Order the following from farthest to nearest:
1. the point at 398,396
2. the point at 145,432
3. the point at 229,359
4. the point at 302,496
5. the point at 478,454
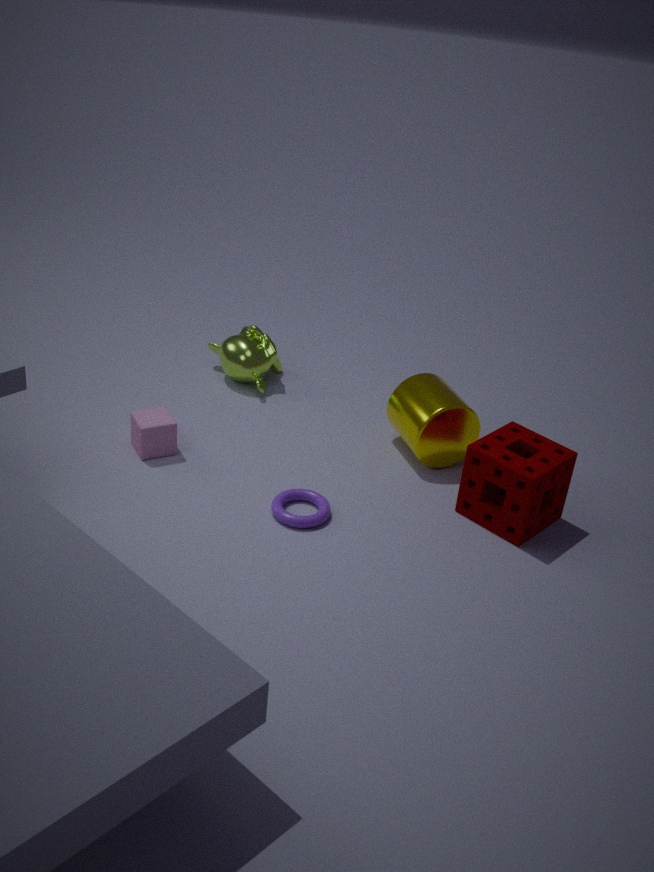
the point at 229,359 < the point at 398,396 < the point at 145,432 < the point at 302,496 < the point at 478,454
